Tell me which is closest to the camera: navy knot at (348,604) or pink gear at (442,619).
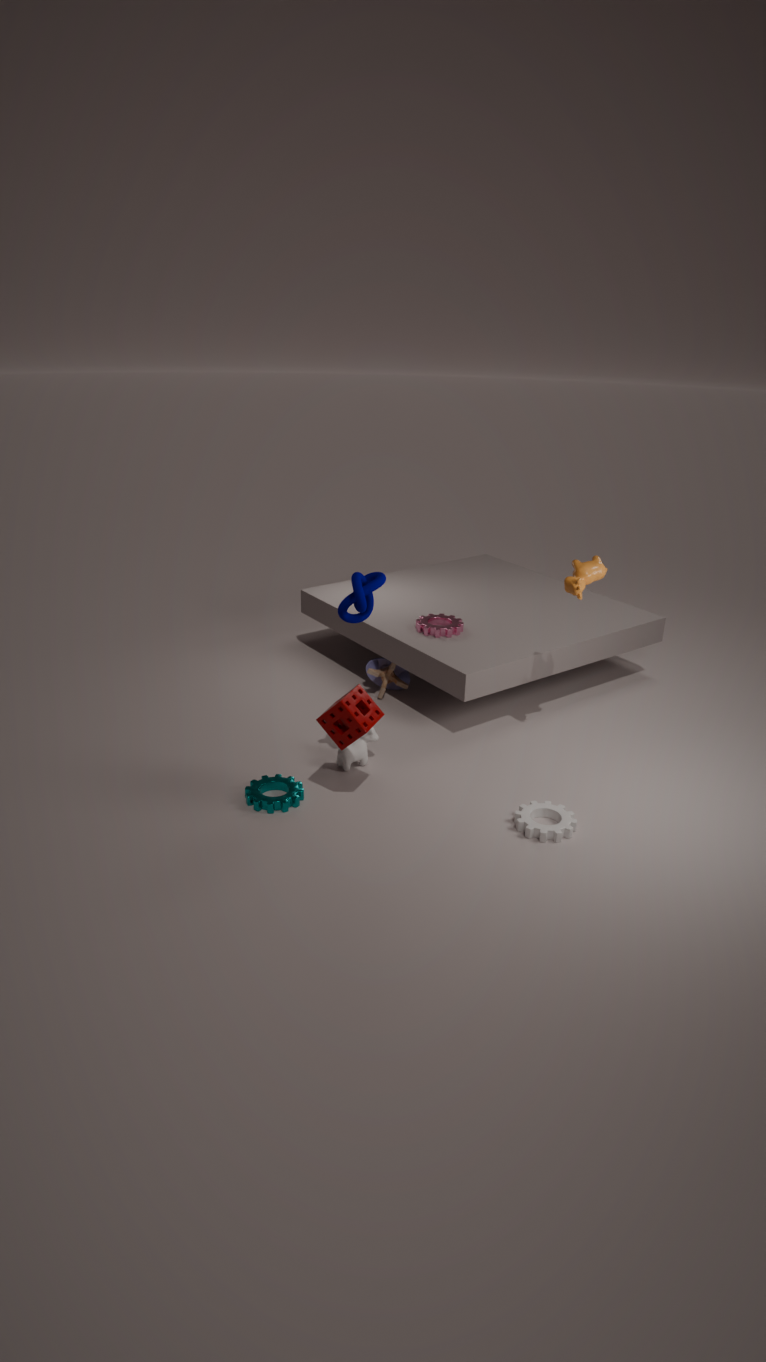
navy knot at (348,604)
